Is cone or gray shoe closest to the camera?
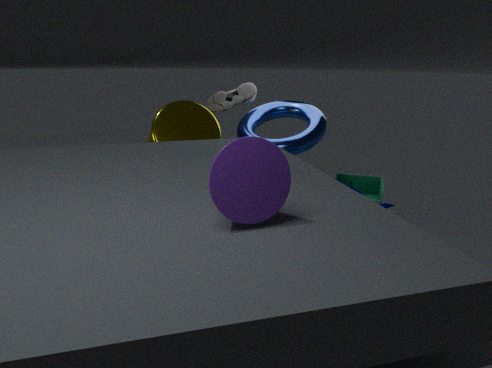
cone
